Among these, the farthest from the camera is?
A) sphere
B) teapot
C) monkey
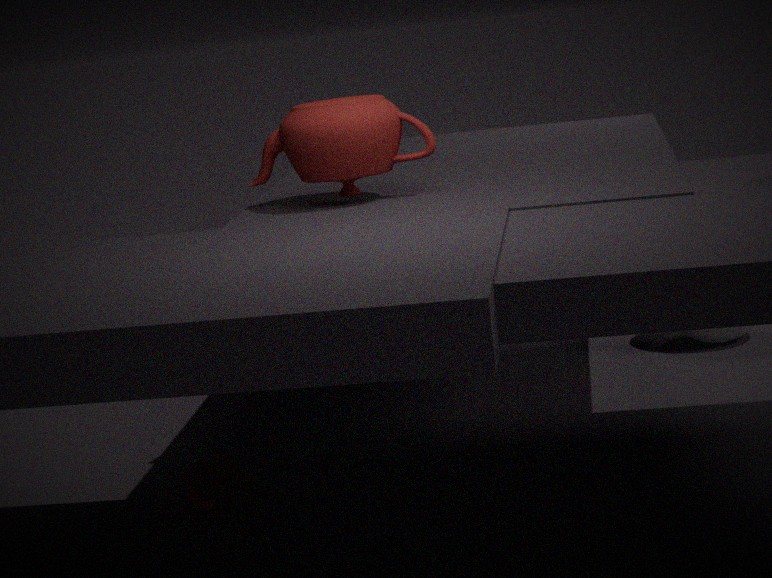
sphere
